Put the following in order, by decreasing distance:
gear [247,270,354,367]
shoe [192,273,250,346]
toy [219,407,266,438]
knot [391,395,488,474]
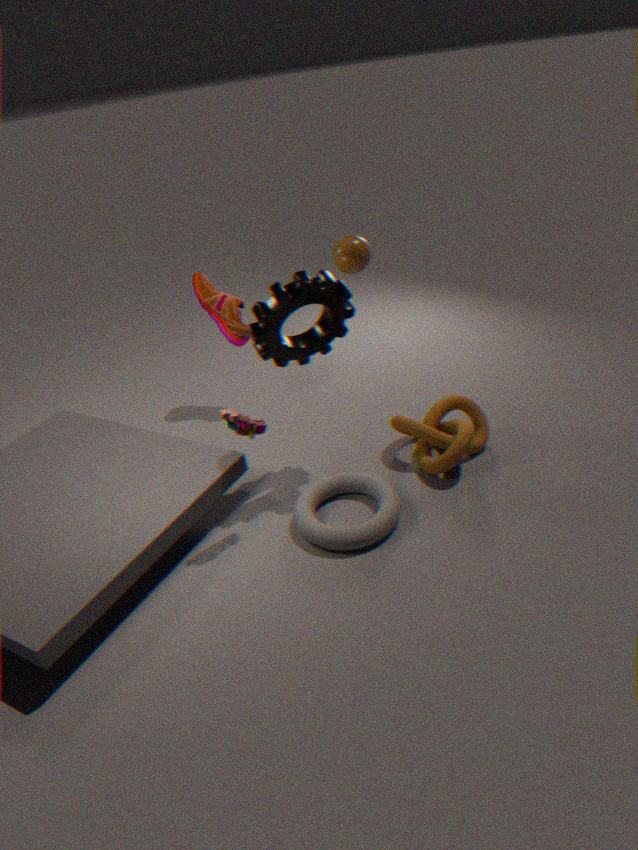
shoe [192,273,250,346], knot [391,395,488,474], gear [247,270,354,367], toy [219,407,266,438]
